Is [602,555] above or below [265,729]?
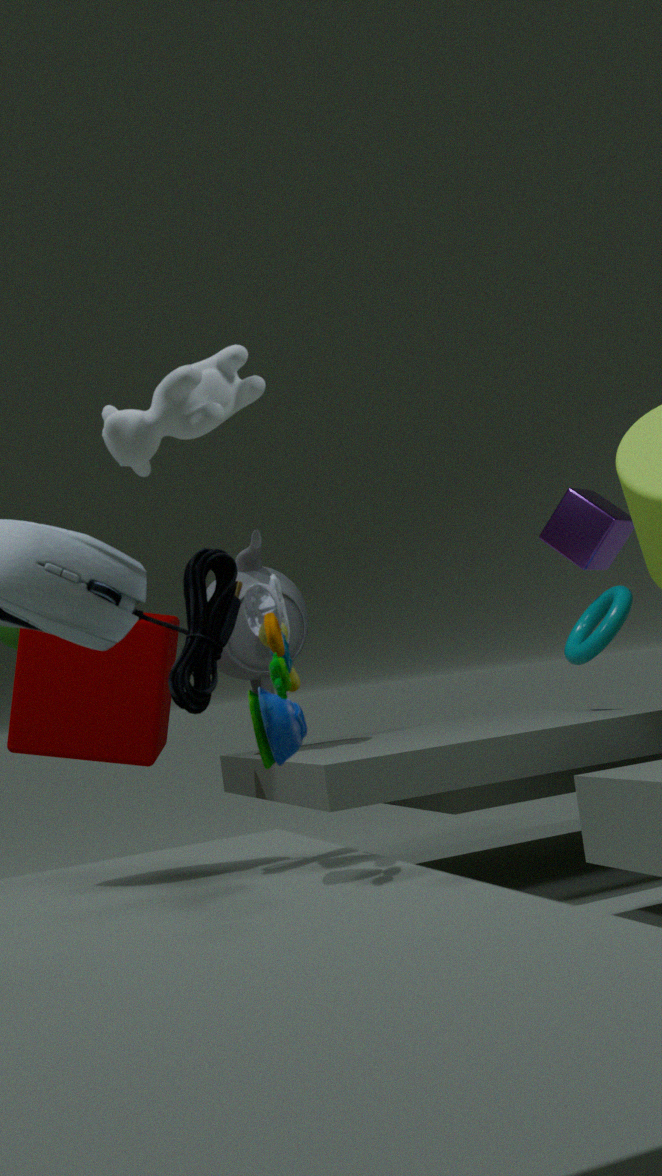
above
